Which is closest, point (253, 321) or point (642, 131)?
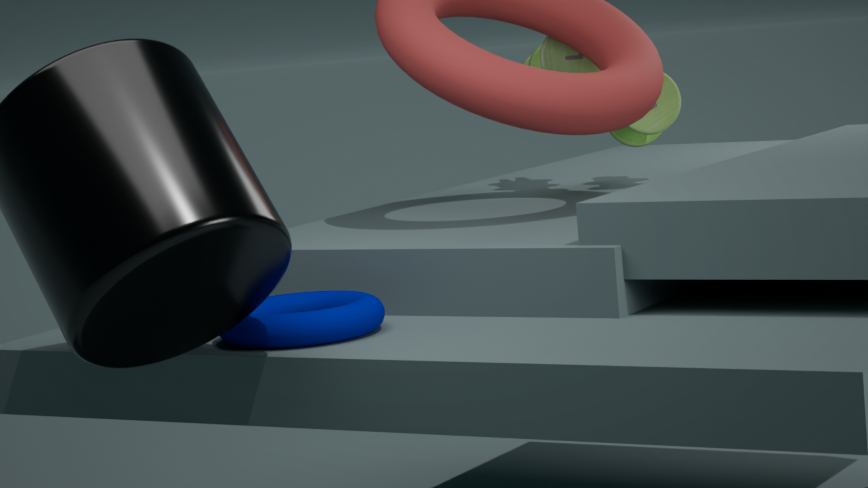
Answer: point (253, 321)
